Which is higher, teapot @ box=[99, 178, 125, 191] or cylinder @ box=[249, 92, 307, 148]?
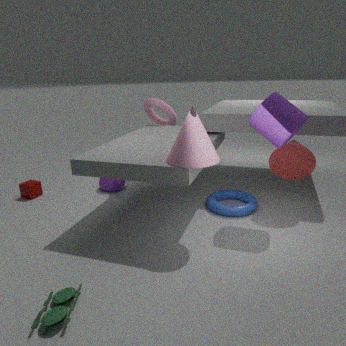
cylinder @ box=[249, 92, 307, 148]
